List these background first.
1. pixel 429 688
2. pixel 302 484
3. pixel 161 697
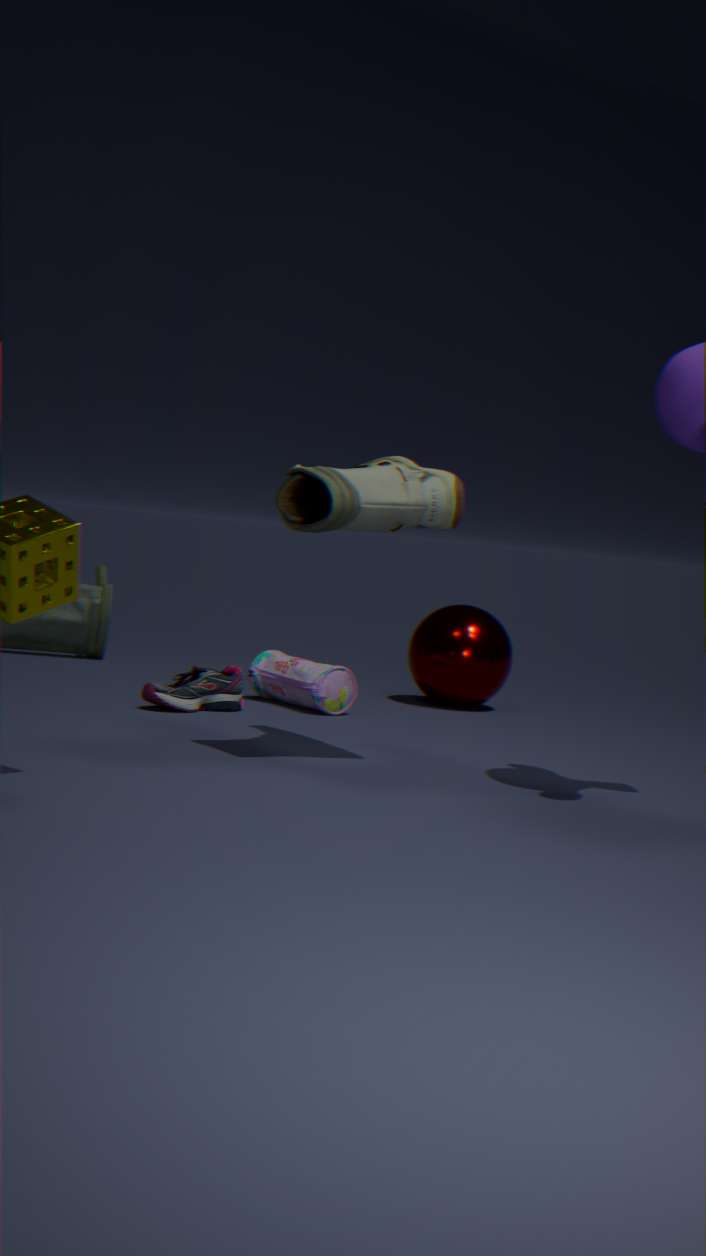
pixel 429 688
pixel 161 697
pixel 302 484
